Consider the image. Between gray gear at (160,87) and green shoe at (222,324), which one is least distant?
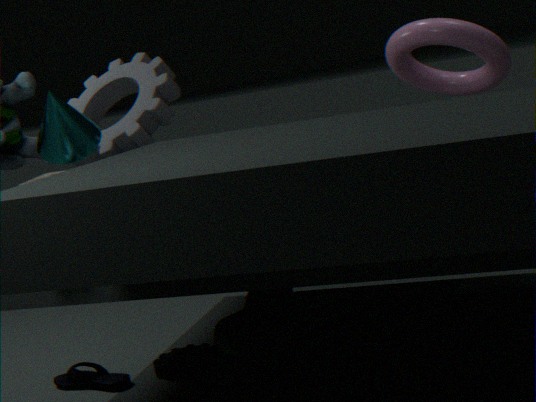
green shoe at (222,324)
